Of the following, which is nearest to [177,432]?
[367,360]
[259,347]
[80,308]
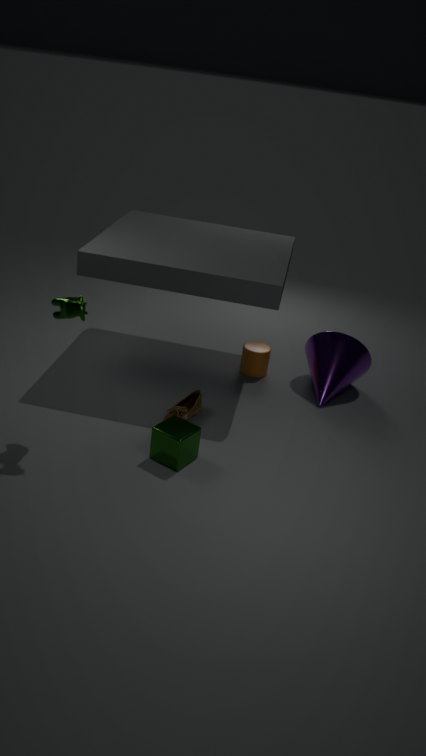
[80,308]
